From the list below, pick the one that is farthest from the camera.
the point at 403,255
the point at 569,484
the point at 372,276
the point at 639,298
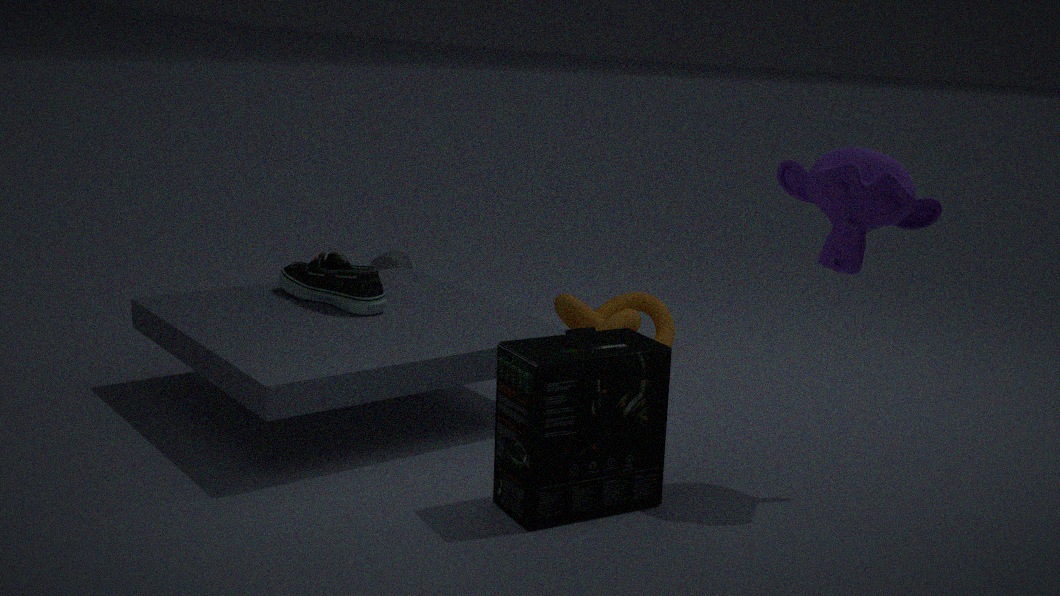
the point at 403,255
